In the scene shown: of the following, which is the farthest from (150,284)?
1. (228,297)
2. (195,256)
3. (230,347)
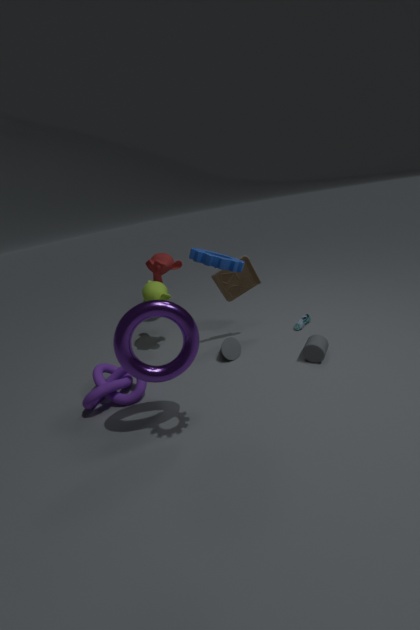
(195,256)
